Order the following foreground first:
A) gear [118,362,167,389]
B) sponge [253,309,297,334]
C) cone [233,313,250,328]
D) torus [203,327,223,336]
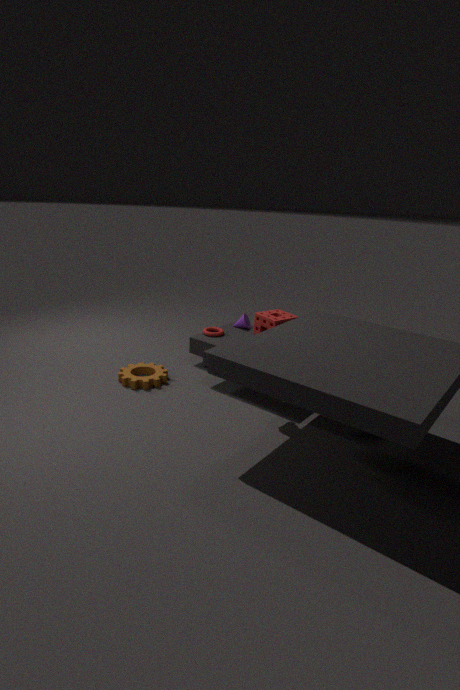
gear [118,362,167,389], sponge [253,309,297,334], torus [203,327,223,336], cone [233,313,250,328]
